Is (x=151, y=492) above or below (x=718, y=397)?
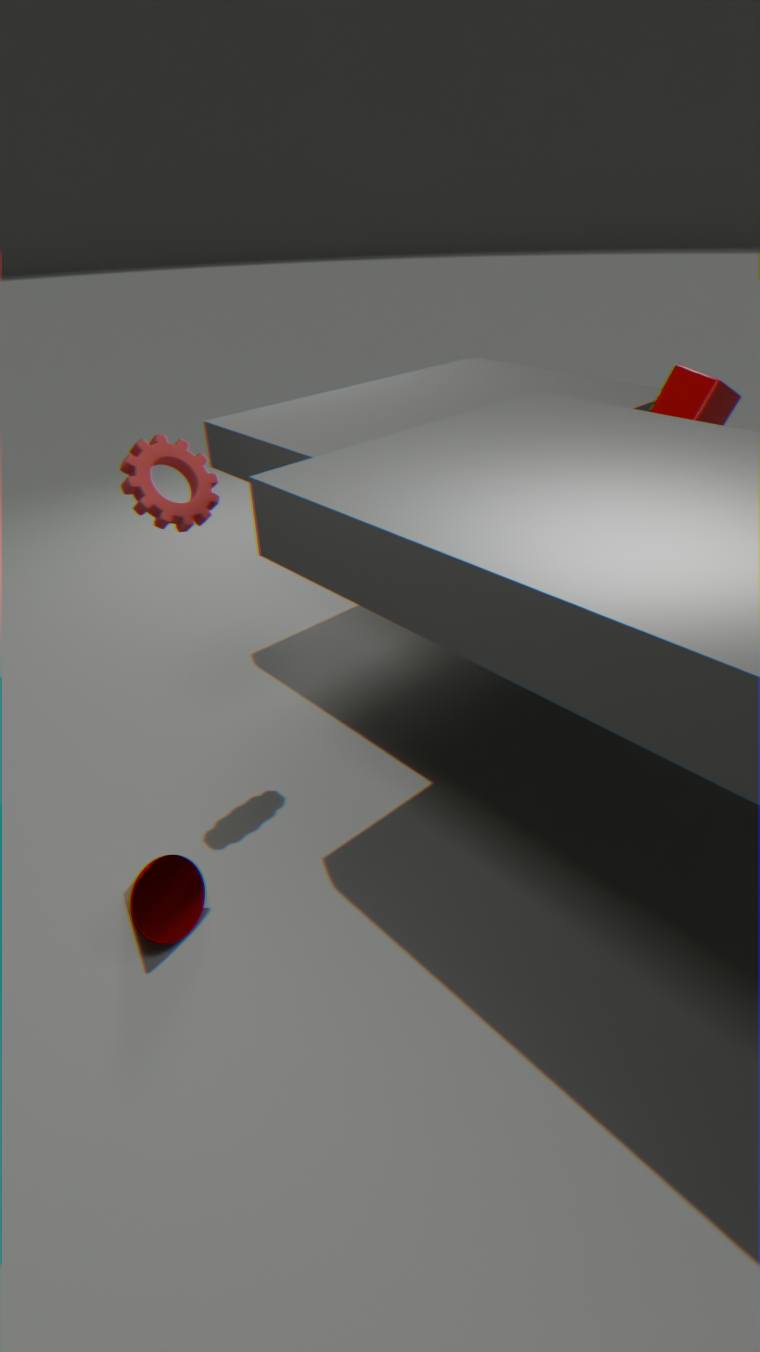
below
